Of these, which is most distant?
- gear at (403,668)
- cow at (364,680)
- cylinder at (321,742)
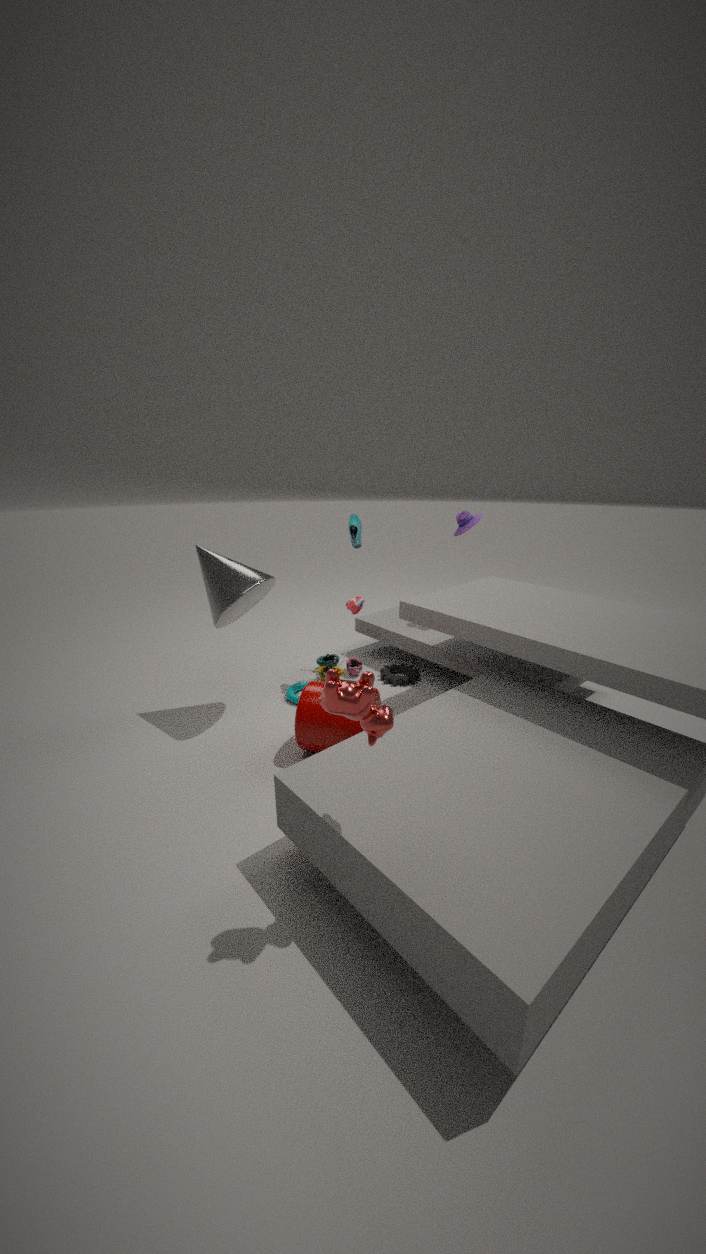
gear at (403,668)
